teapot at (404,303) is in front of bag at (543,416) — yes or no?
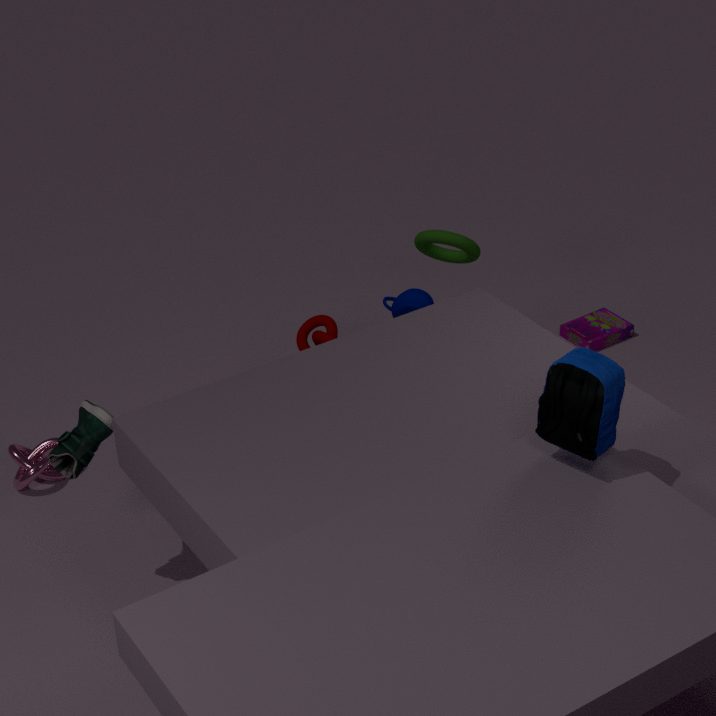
No
